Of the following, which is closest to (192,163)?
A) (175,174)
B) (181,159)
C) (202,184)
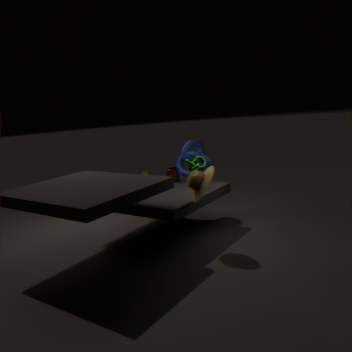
(181,159)
